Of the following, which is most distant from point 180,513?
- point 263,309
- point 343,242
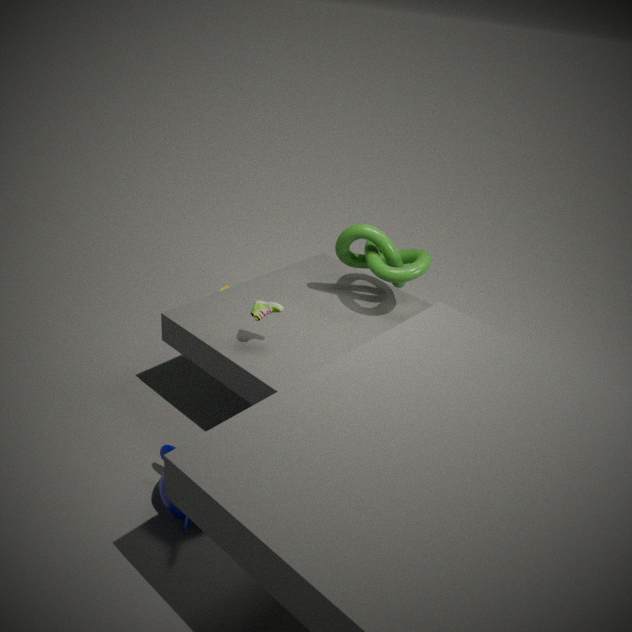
point 343,242
